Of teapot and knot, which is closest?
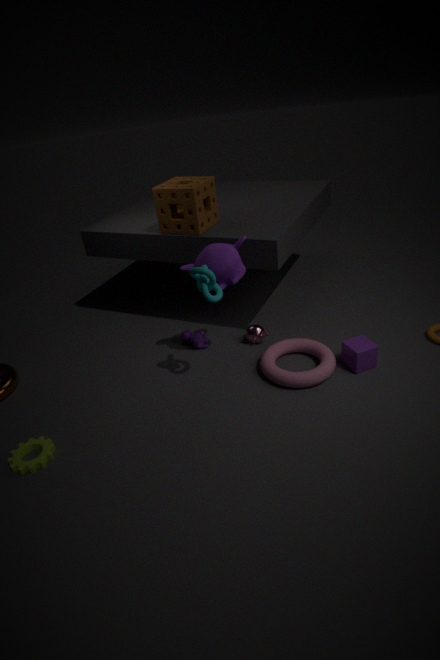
knot
